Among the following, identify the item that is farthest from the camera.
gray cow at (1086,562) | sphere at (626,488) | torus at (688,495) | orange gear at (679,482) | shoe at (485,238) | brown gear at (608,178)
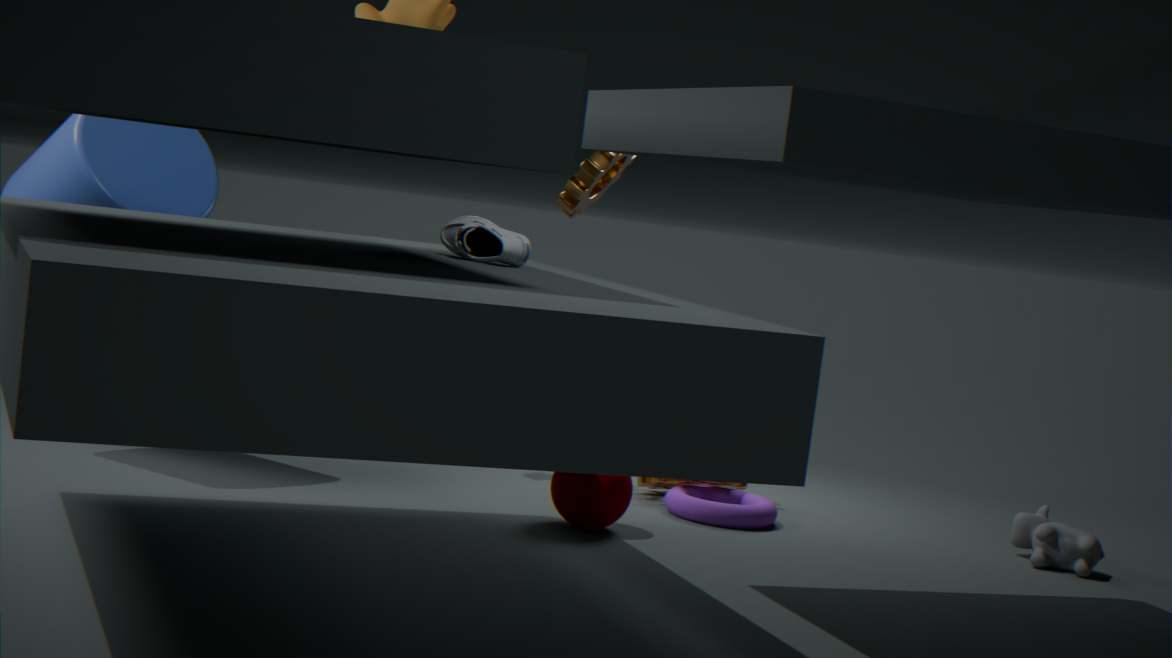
brown gear at (608,178)
